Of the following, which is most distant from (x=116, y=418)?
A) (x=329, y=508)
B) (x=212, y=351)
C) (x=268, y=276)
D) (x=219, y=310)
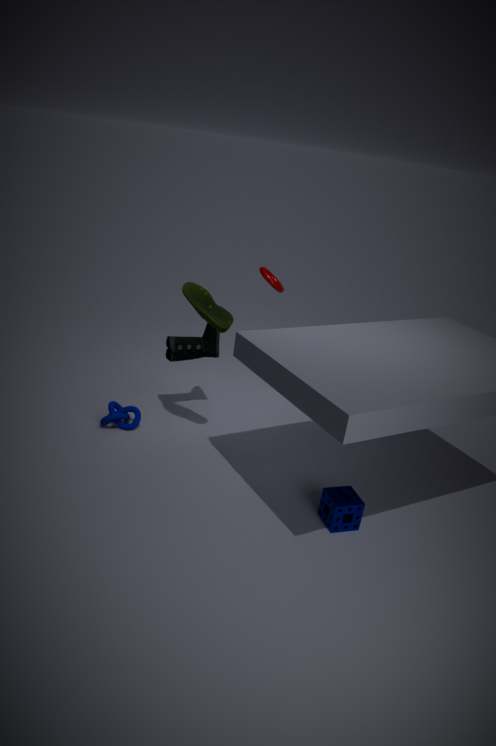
(x=268, y=276)
